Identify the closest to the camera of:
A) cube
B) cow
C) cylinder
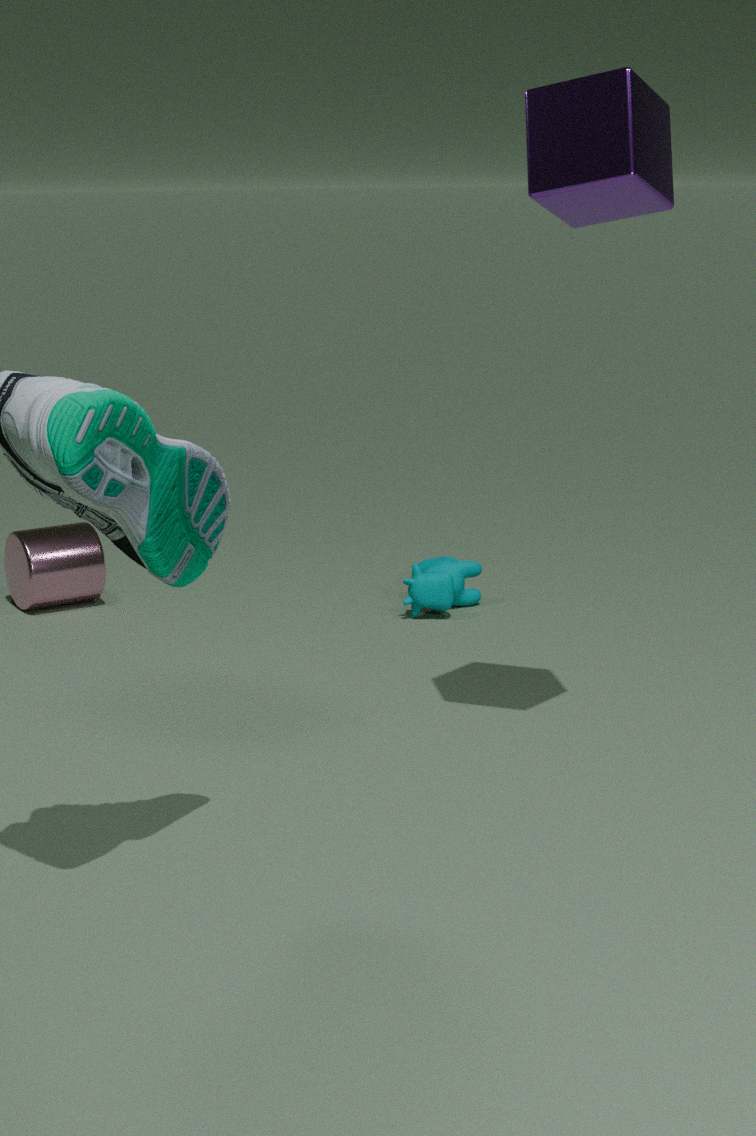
cube
